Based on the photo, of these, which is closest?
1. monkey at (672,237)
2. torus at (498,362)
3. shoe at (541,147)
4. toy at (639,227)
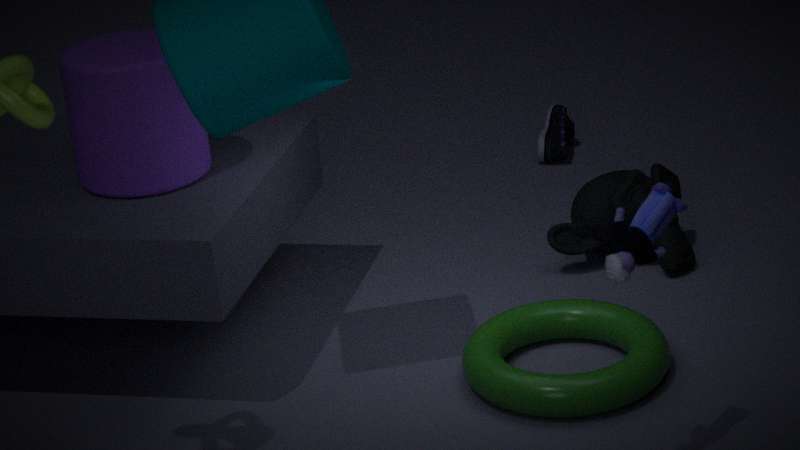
toy at (639,227)
